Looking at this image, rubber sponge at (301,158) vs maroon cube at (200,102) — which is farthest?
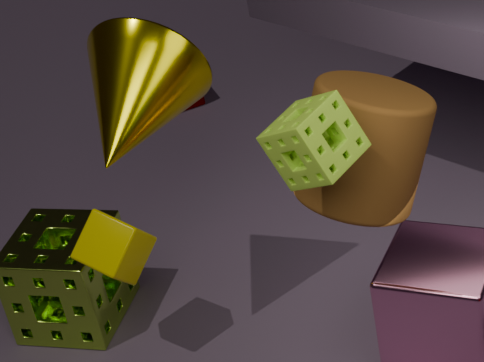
maroon cube at (200,102)
